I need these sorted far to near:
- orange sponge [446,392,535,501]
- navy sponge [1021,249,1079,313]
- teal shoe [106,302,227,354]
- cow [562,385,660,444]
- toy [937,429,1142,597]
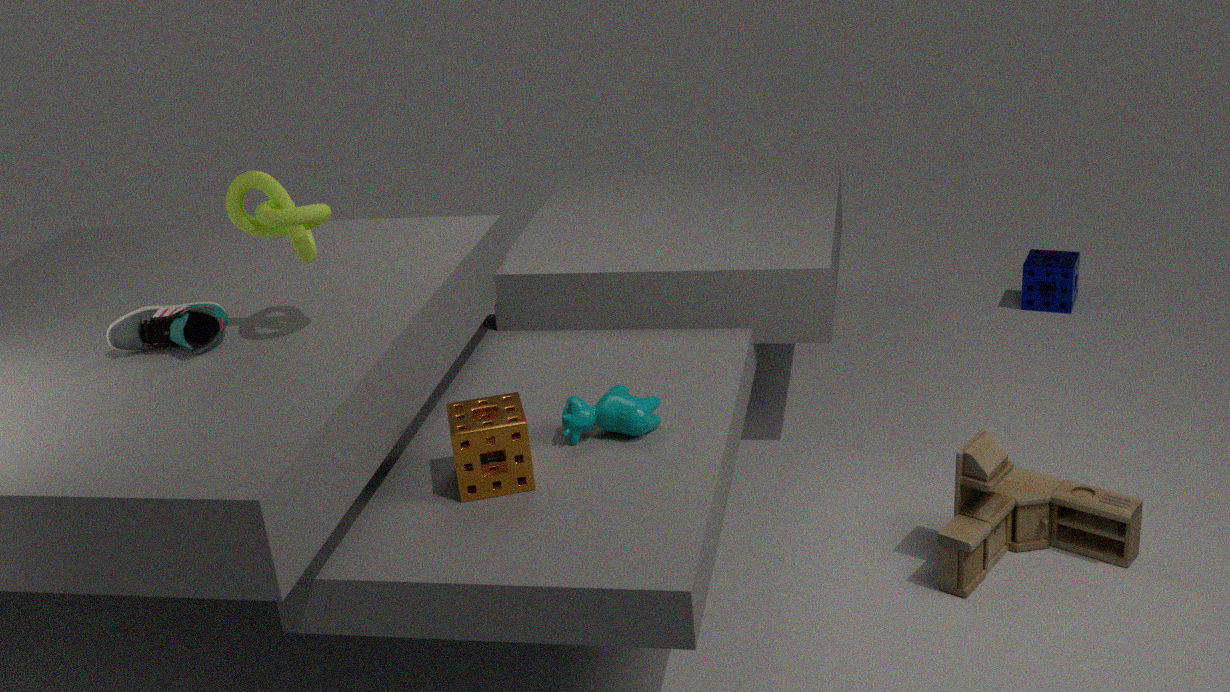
navy sponge [1021,249,1079,313]
cow [562,385,660,444]
toy [937,429,1142,597]
teal shoe [106,302,227,354]
orange sponge [446,392,535,501]
